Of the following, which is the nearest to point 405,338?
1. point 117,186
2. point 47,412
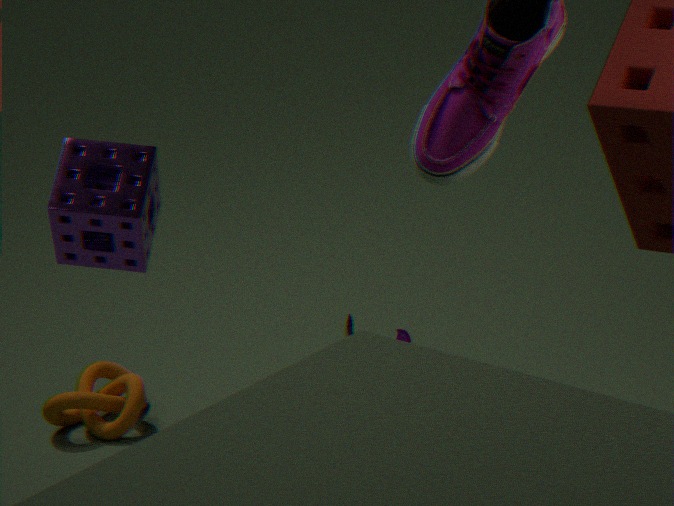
point 47,412
